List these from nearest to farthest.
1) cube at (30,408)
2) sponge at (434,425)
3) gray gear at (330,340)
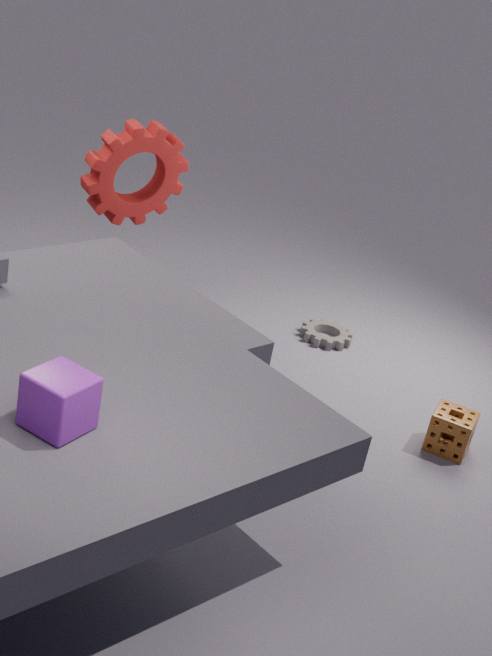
1. cube at (30,408)
2. sponge at (434,425)
3. gray gear at (330,340)
